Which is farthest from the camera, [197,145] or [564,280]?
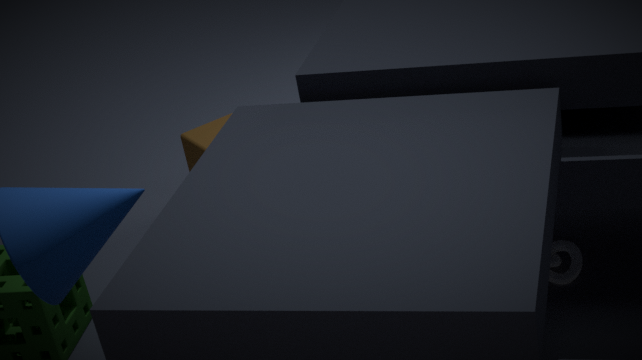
[197,145]
